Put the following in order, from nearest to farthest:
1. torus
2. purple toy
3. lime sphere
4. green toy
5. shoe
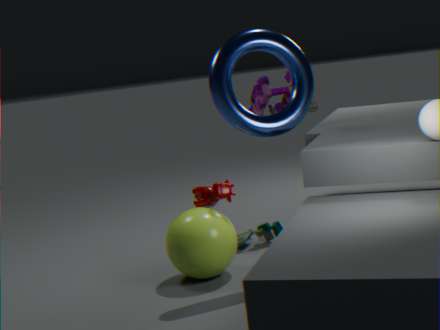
torus → lime sphere → shoe → green toy → purple toy
